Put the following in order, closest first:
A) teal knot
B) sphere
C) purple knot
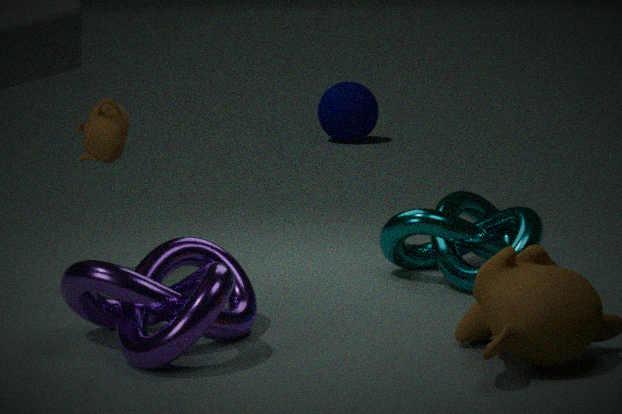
1. purple knot
2. teal knot
3. sphere
